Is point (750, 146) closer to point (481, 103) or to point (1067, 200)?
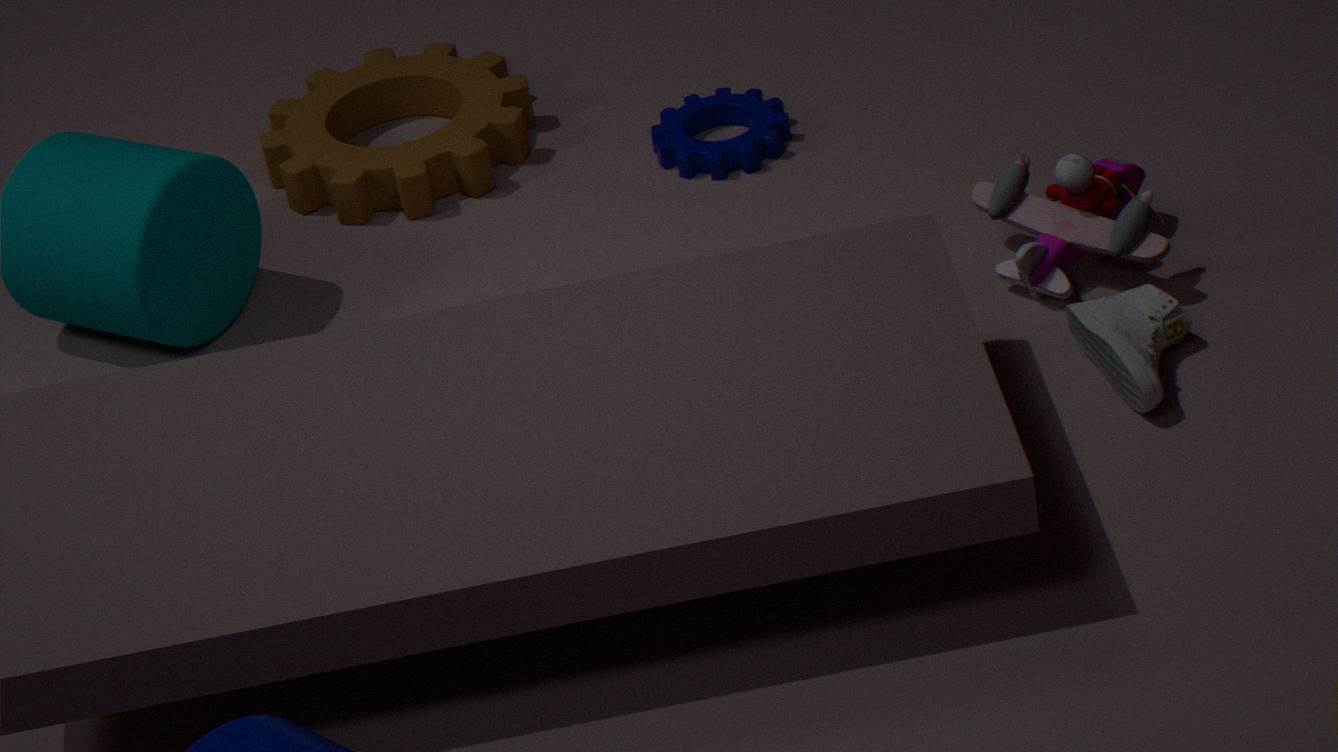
point (481, 103)
